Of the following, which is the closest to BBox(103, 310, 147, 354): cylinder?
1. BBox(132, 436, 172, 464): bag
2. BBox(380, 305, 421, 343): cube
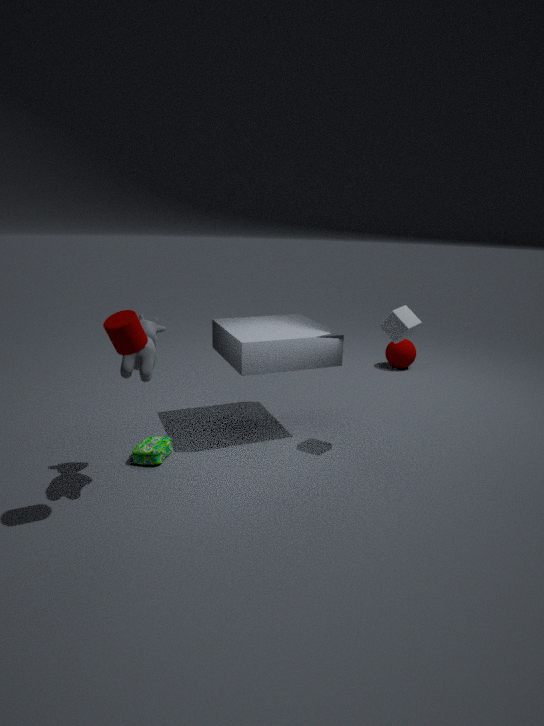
BBox(132, 436, 172, 464): bag
